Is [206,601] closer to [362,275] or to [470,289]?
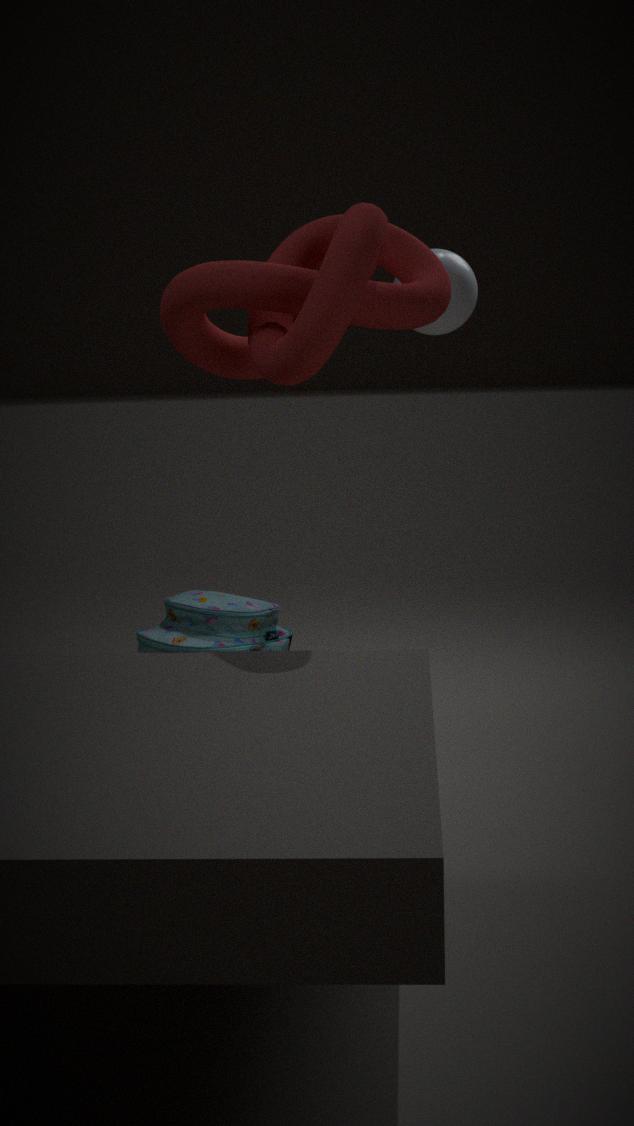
[470,289]
